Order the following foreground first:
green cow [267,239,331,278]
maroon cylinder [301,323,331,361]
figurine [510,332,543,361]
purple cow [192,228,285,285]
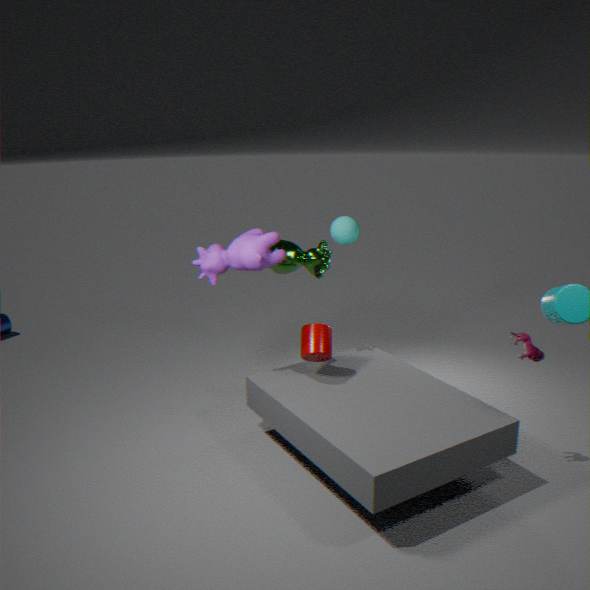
figurine [510,332,543,361] → purple cow [192,228,285,285] → maroon cylinder [301,323,331,361] → green cow [267,239,331,278]
